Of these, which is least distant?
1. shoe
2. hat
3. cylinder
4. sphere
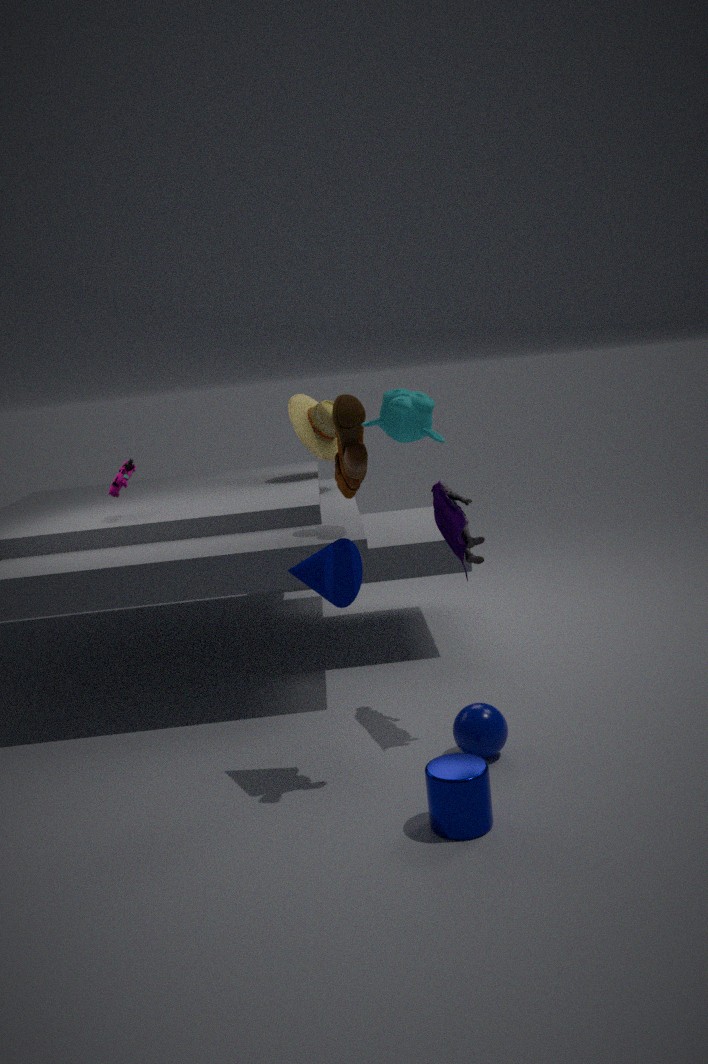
cylinder
